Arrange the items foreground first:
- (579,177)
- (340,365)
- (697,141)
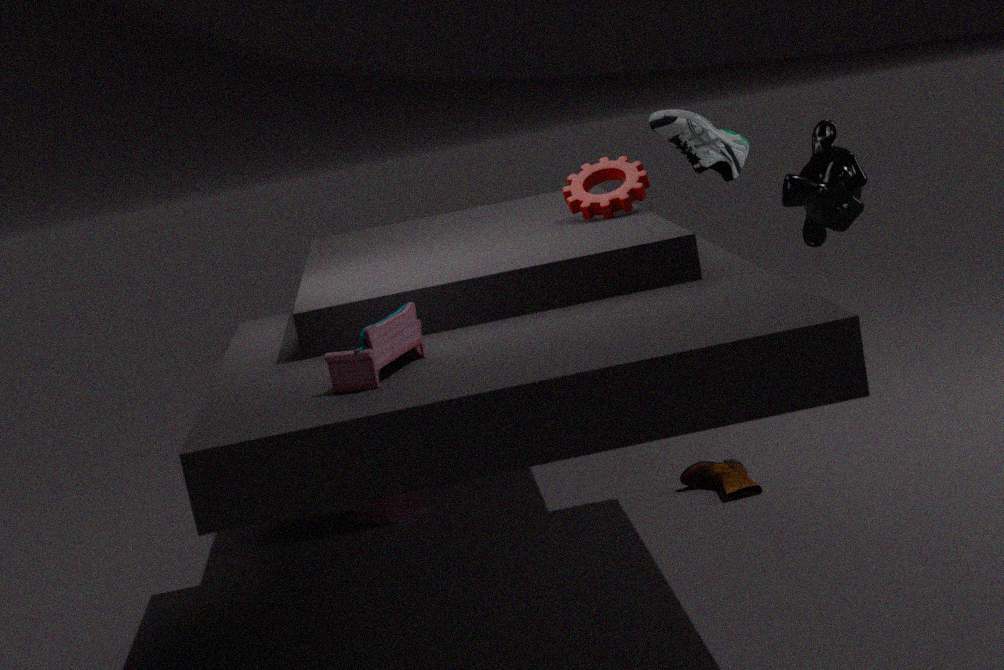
1. (340,365)
2. (579,177)
3. (697,141)
